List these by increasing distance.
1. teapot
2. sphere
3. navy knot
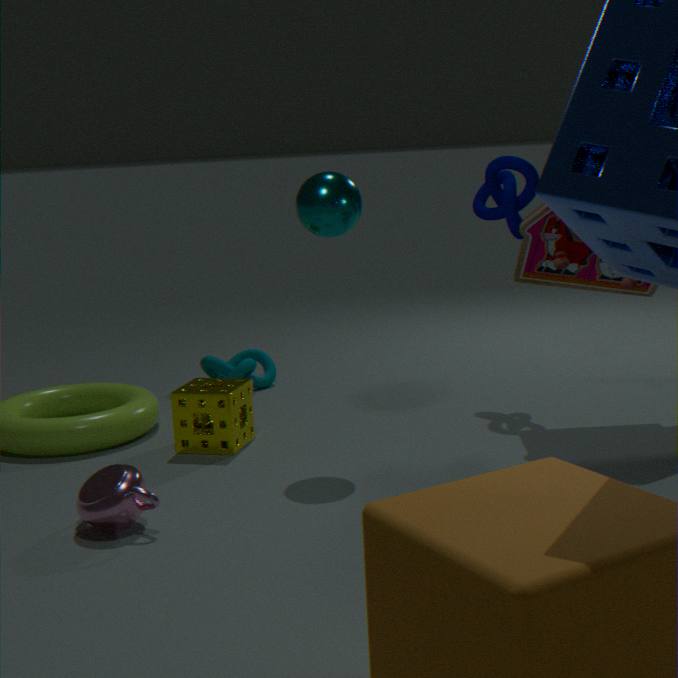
1. teapot
2. sphere
3. navy knot
